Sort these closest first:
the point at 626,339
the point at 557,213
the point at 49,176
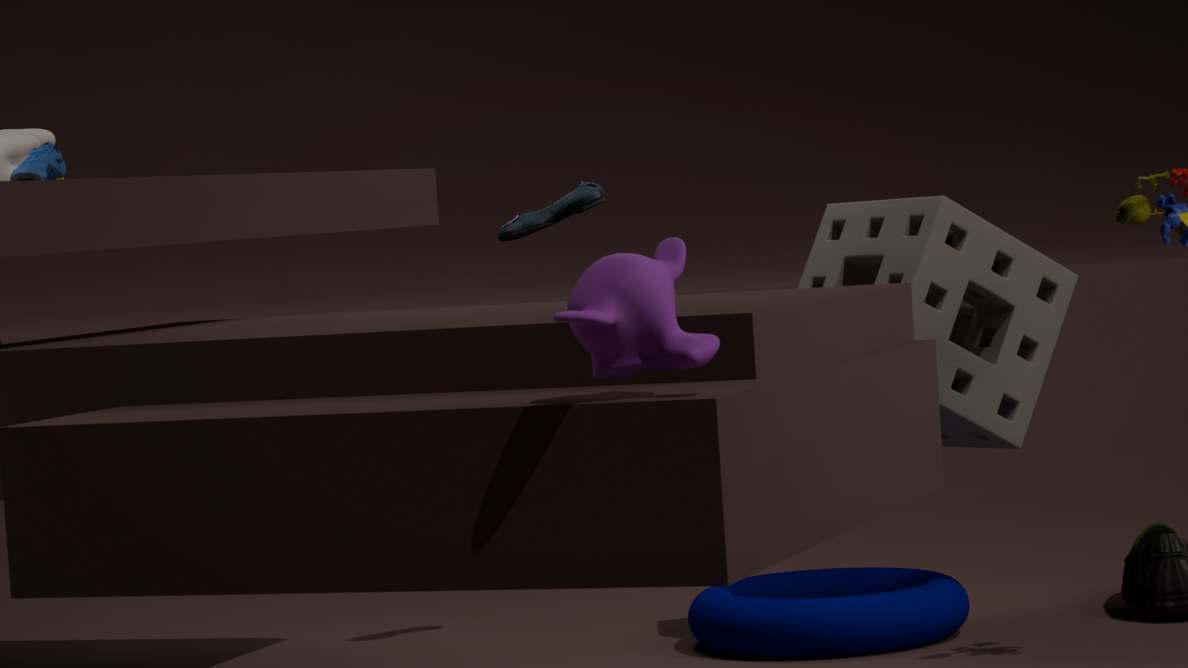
the point at 626,339 < the point at 49,176 < the point at 557,213
